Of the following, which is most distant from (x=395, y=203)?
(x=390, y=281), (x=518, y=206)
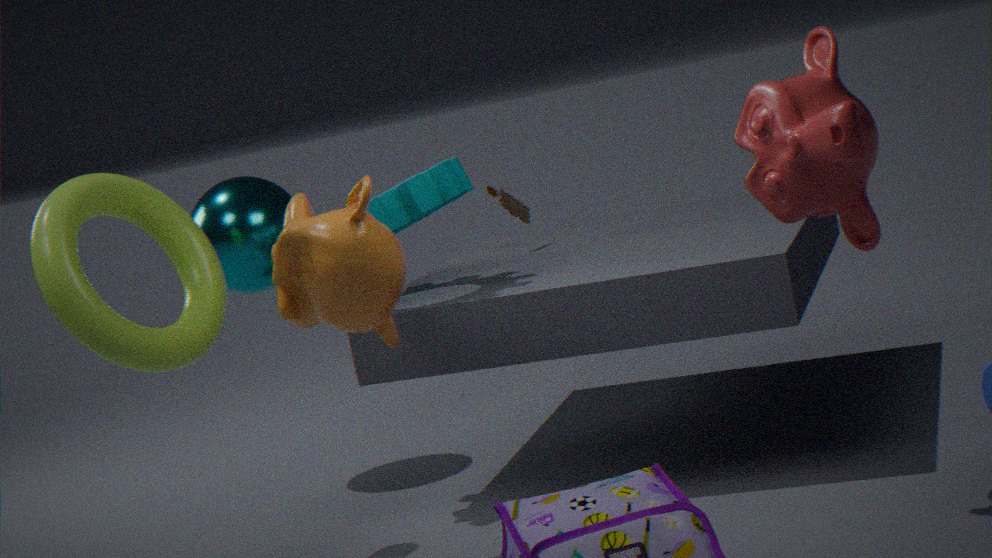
(x=518, y=206)
